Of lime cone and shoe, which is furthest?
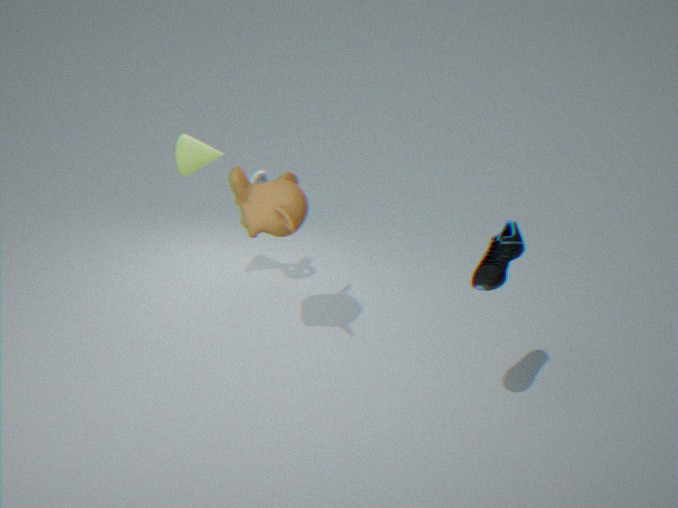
lime cone
